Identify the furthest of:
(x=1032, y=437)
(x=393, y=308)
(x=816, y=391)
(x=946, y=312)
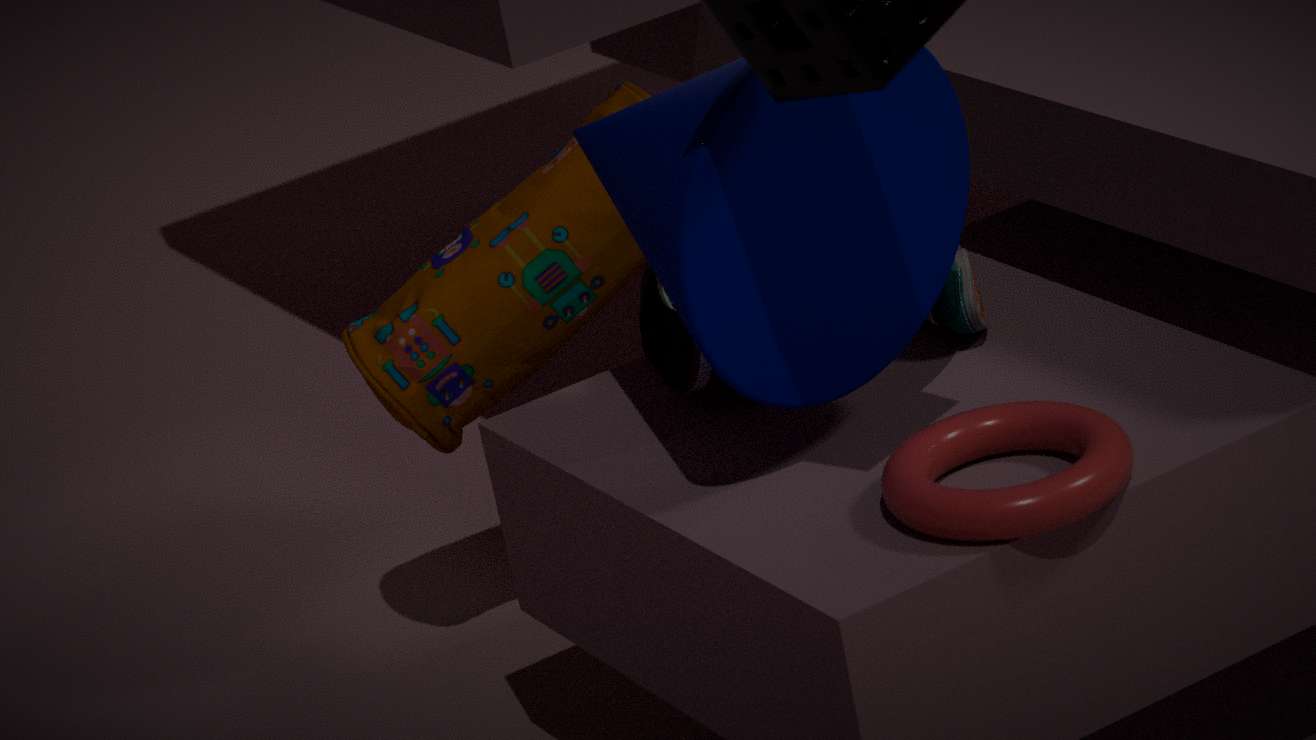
(x=393, y=308)
